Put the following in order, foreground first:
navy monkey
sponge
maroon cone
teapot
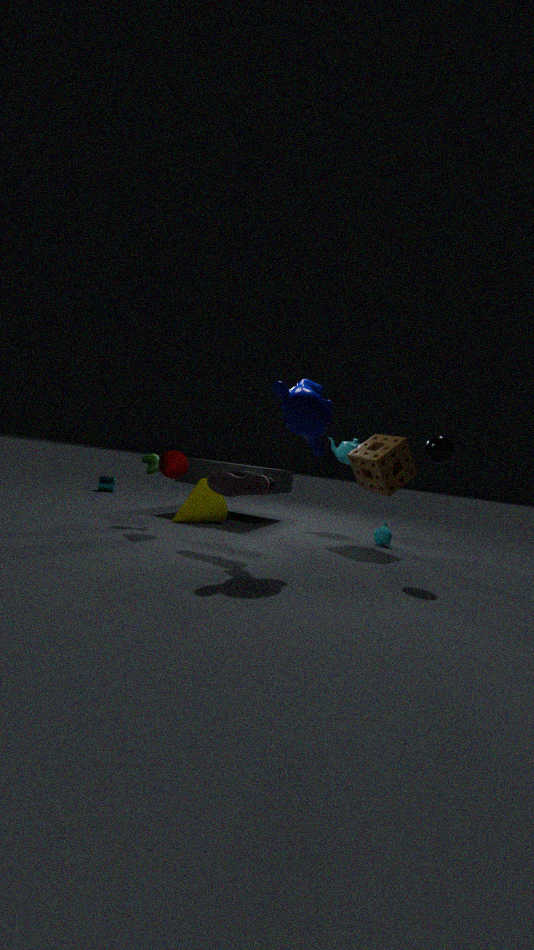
navy monkey → maroon cone → sponge → teapot
